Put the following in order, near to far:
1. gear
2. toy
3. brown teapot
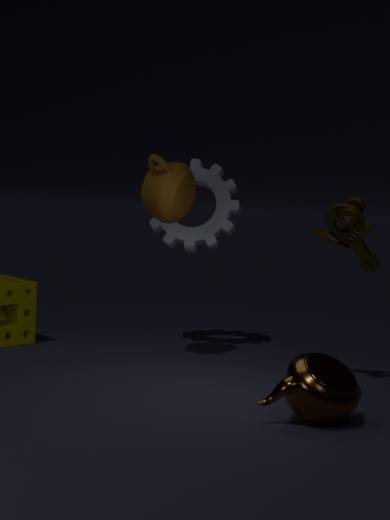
brown teapot → toy → gear
